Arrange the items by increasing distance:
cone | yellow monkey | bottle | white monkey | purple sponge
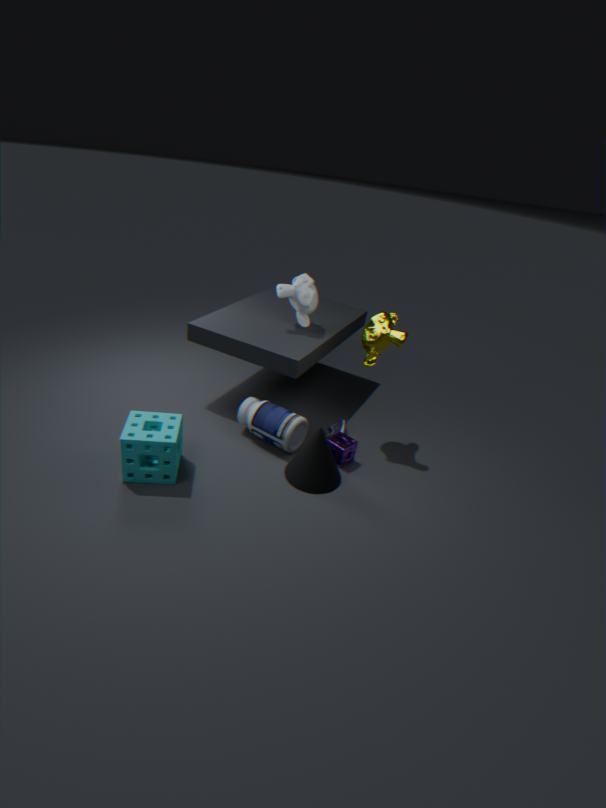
cone < yellow monkey < bottle < purple sponge < white monkey
